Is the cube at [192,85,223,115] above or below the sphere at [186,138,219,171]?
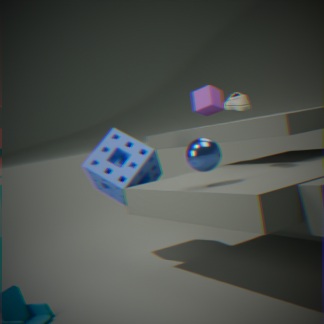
above
